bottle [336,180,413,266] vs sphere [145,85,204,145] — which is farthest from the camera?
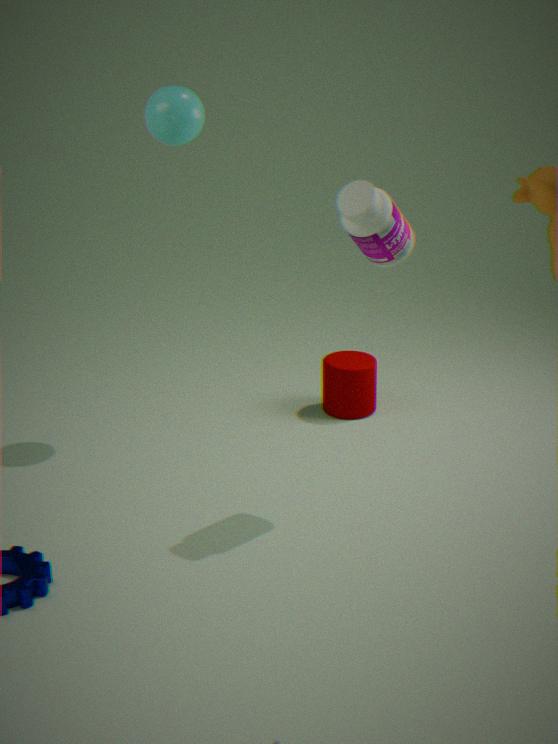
sphere [145,85,204,145]
